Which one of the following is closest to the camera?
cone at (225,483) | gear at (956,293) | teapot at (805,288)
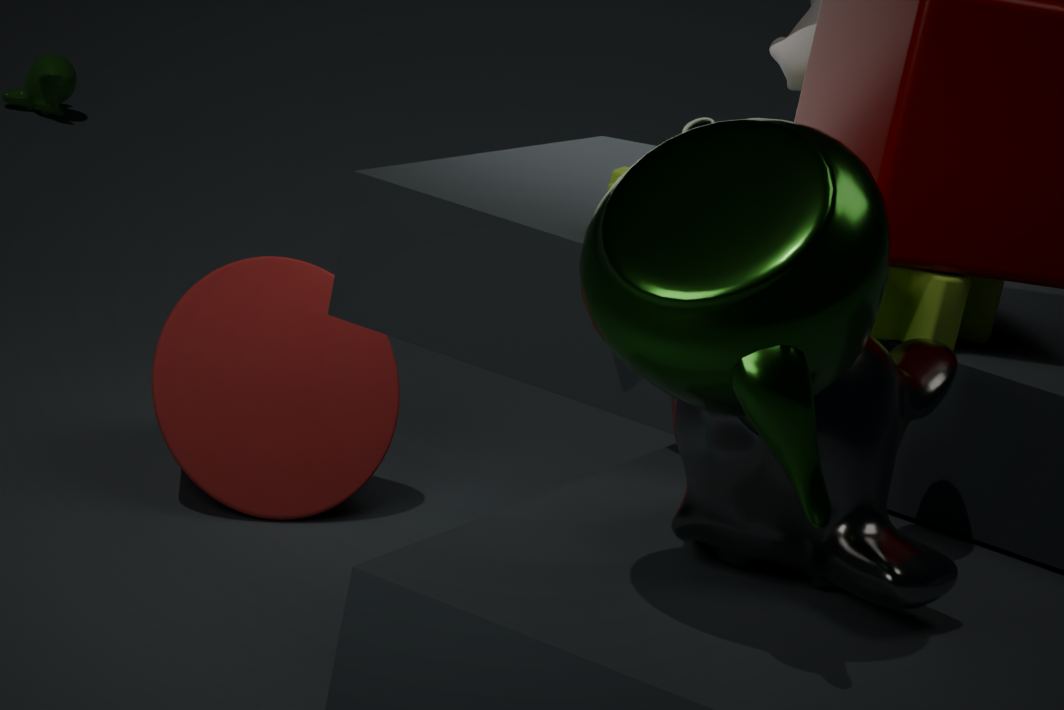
teapot at (805,288)
